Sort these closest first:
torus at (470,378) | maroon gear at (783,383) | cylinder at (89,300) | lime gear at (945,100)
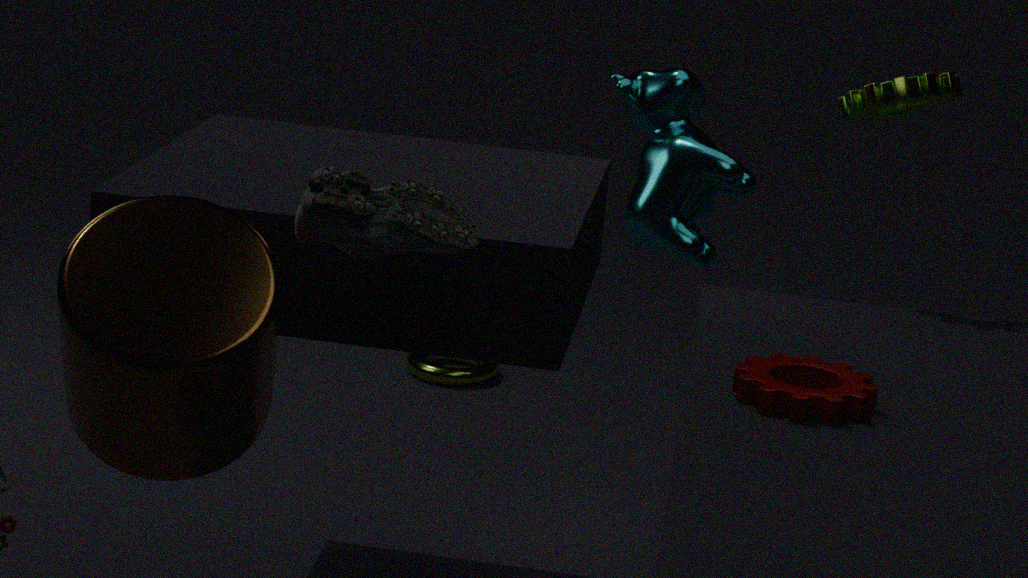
cylinder at (89,300), maroon gear at (783,383), lime gear at (945,100), torus at (470,378)
